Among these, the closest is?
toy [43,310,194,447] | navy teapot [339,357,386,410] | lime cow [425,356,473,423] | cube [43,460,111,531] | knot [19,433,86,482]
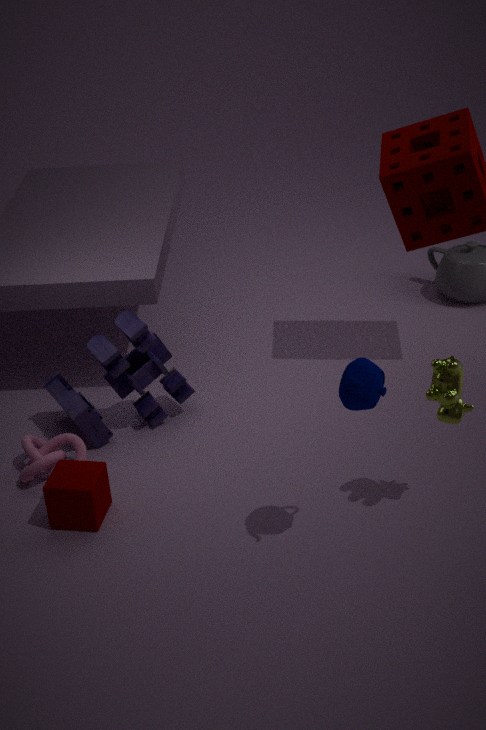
navy teapot [339,357,386,410]
